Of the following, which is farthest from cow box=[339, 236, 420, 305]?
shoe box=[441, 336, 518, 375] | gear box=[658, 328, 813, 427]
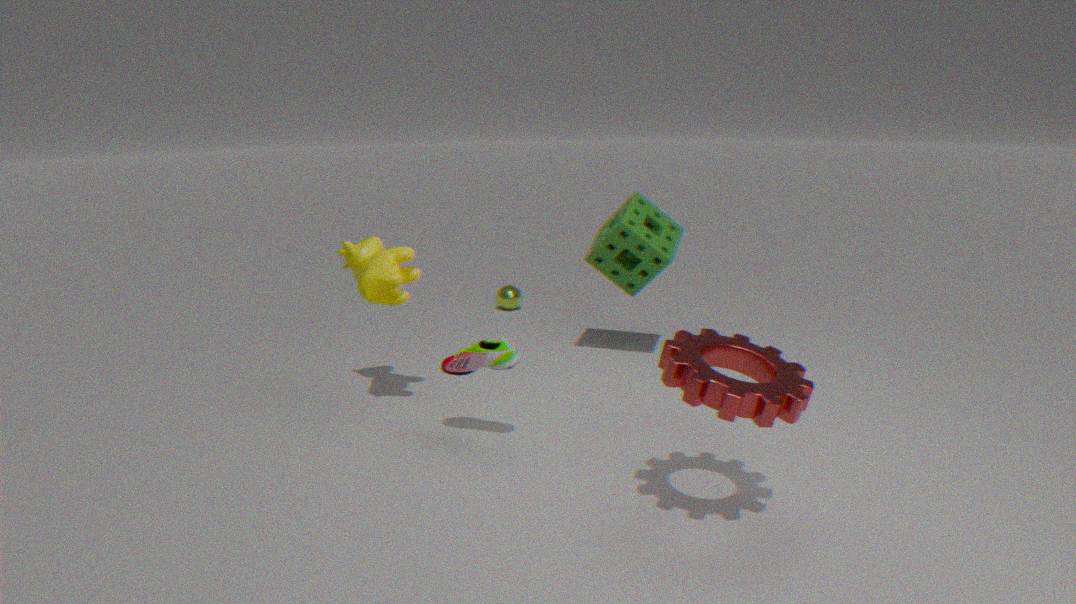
gear box=[658, 328, 813, 427]
